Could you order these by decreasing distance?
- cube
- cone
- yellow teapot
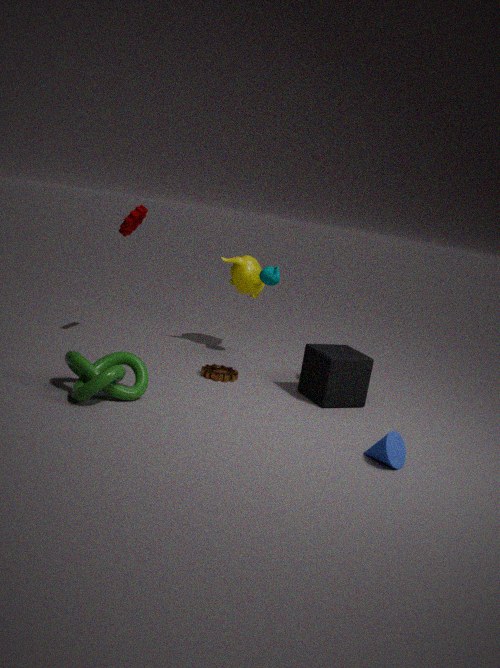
yellow teapot → cube → cone
